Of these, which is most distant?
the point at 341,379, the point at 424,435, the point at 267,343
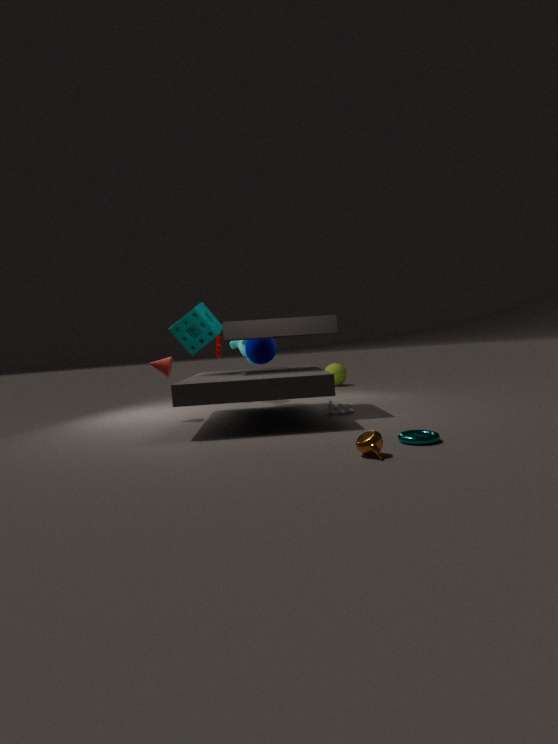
the point at 341,379
